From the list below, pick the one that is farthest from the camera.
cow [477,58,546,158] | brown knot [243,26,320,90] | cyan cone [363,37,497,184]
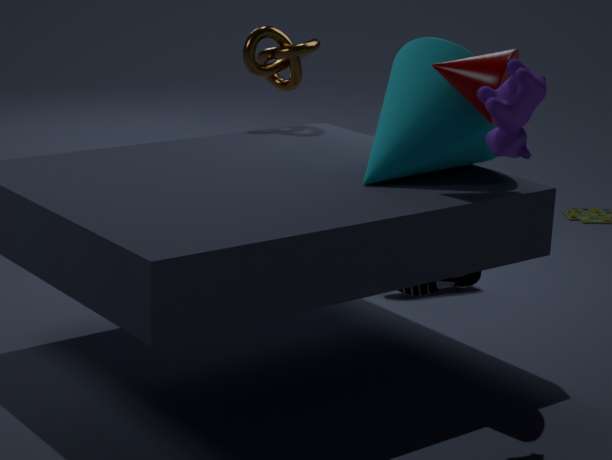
brown knot [243,26,320,90]
